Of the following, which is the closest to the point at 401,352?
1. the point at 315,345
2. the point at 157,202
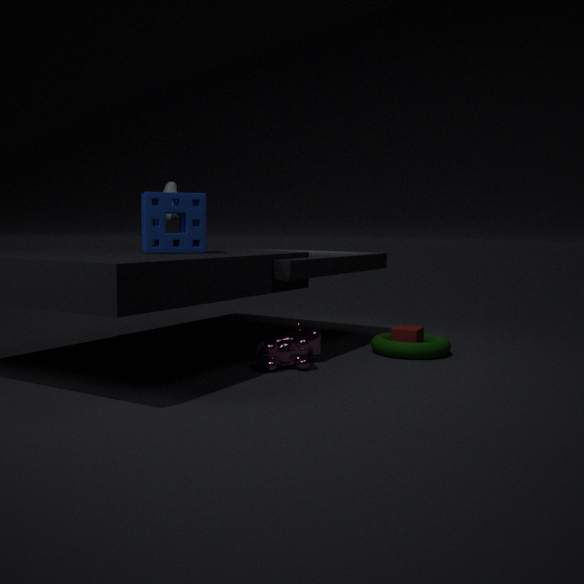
the point at 315,345
